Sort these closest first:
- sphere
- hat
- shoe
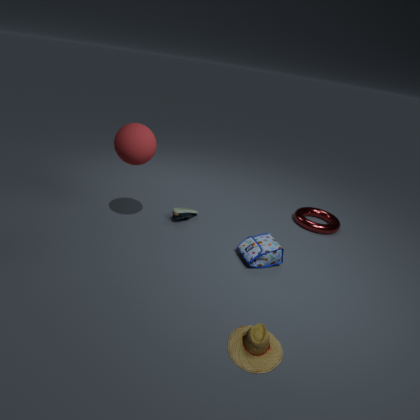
hat
sphere
shoe
